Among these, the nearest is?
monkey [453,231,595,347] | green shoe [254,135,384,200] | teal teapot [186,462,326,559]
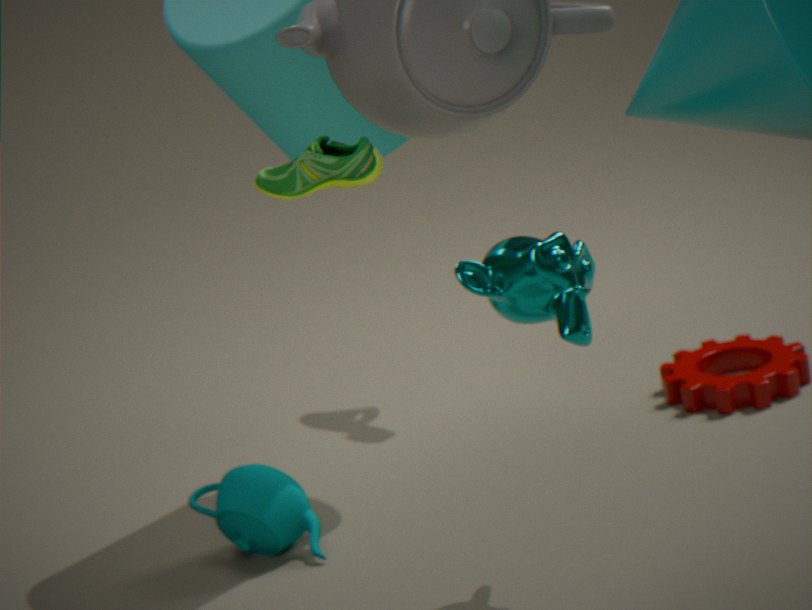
green shoe [254,135,384,200]
